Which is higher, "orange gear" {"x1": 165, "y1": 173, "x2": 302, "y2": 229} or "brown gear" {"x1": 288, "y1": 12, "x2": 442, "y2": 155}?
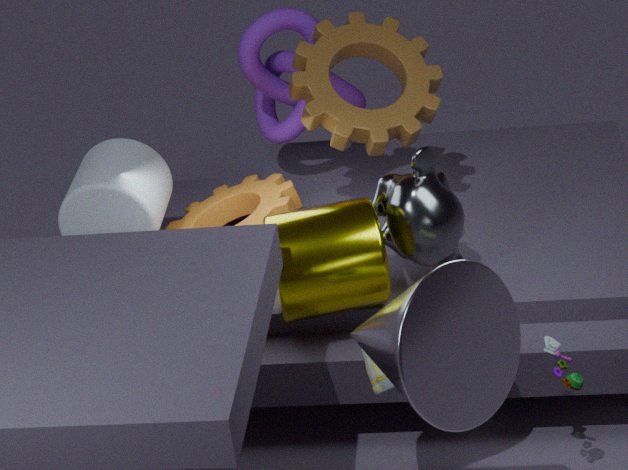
"brown gear" {"x1": 288, "y1": 12, "x2": 442, "y2": 155}
